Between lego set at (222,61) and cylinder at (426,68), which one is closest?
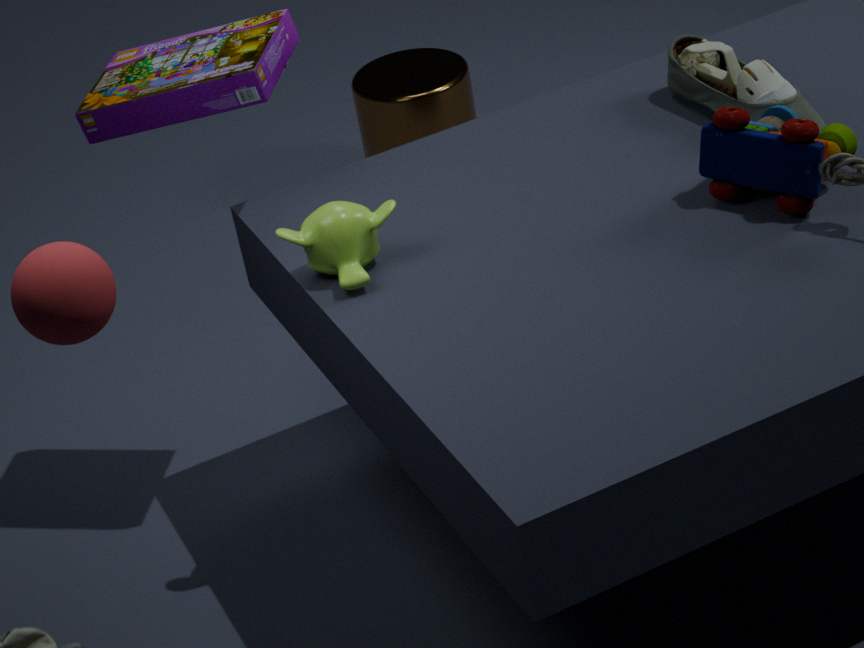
lego set at (222,61)
